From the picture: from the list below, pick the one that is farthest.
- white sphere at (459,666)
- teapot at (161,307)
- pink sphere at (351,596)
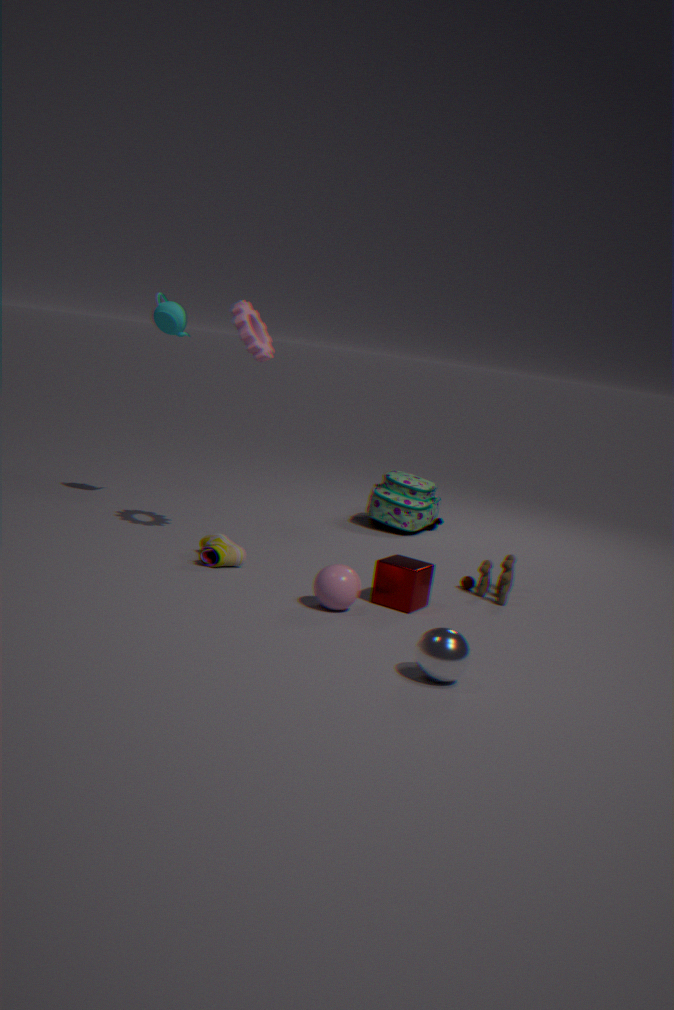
teapot at (161,307)
